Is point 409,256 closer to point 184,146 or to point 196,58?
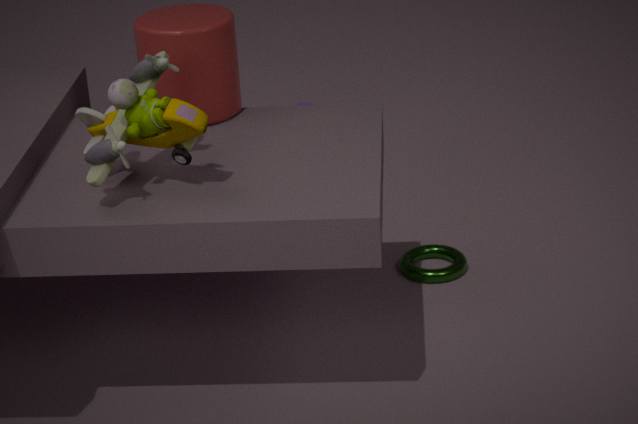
point 196,58
